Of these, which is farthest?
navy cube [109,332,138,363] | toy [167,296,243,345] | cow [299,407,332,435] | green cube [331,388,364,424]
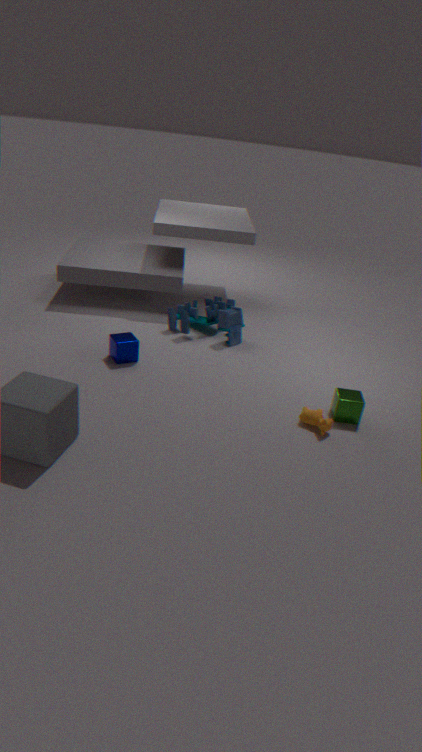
toy [167,296,243,345]
